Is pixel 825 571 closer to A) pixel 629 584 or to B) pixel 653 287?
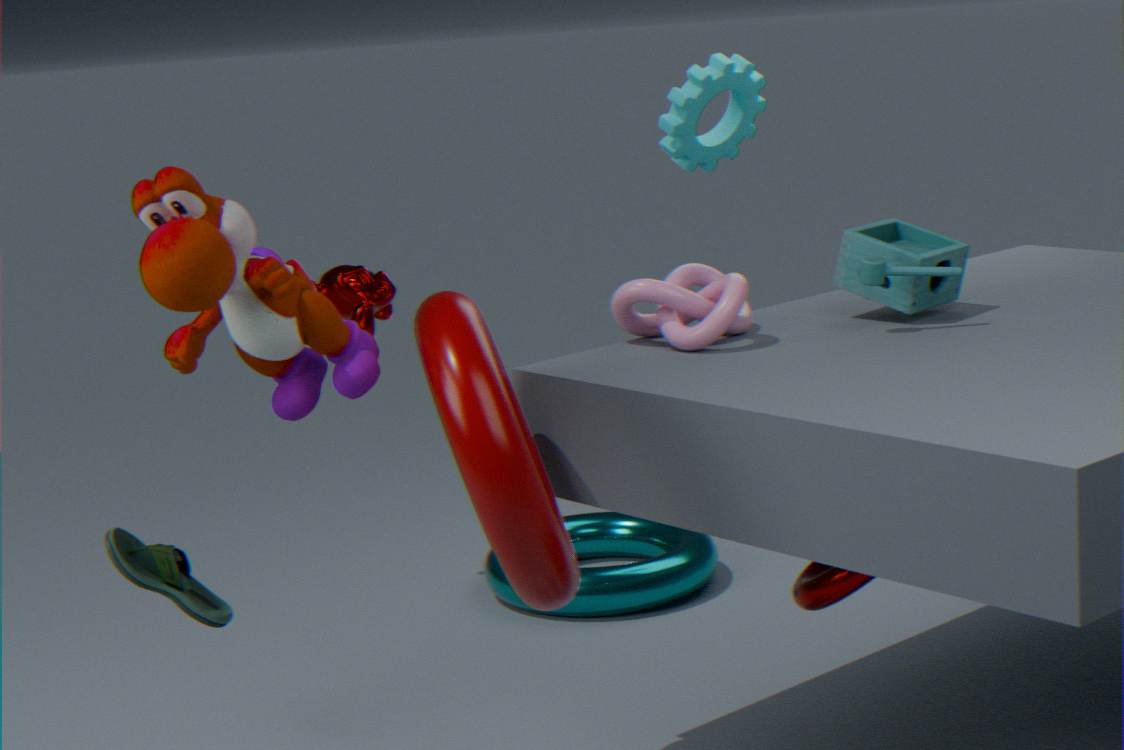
B) pixel 653 287
